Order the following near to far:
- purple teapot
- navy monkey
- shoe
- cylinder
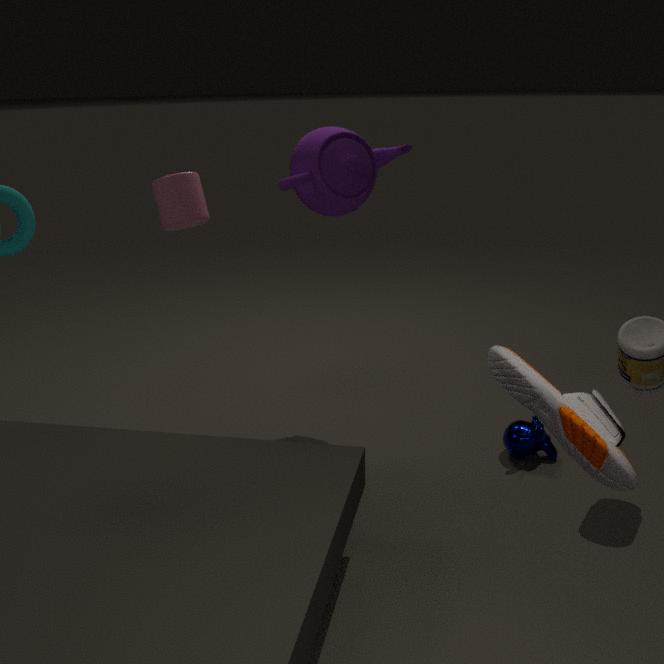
shoe → navy monkey → purple teapot → cylinder
